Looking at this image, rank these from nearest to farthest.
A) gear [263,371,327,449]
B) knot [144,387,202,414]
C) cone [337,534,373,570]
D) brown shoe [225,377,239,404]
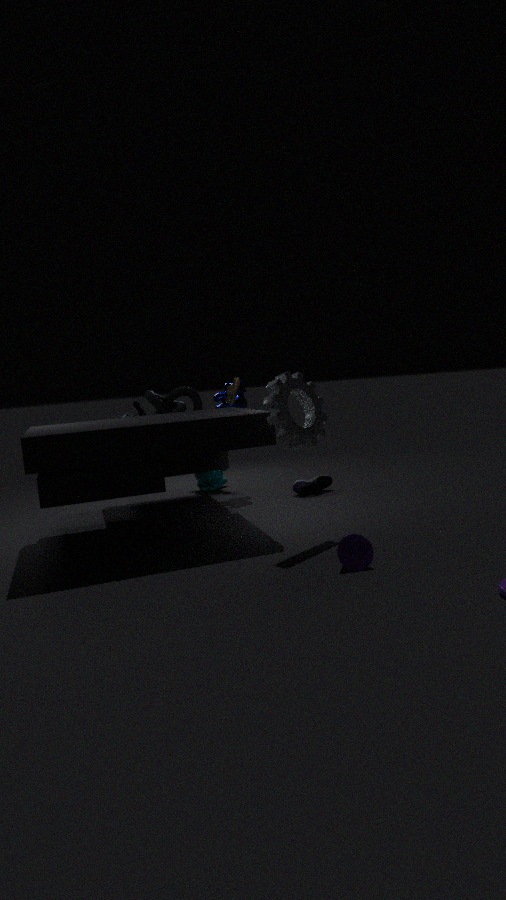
cone [337,534,373,570], gear [263,371,327,449], brown shoe [225,377,239,404], knot [144,387,202,414]
